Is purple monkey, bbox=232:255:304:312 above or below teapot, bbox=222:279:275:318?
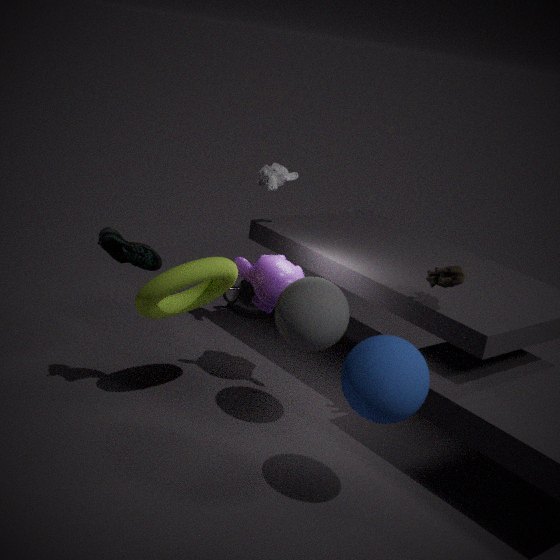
above
